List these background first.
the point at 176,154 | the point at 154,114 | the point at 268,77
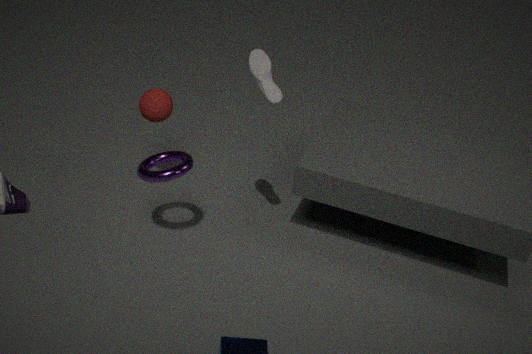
the point at 154,114 < the point at 176,154 < the point at 268,77
